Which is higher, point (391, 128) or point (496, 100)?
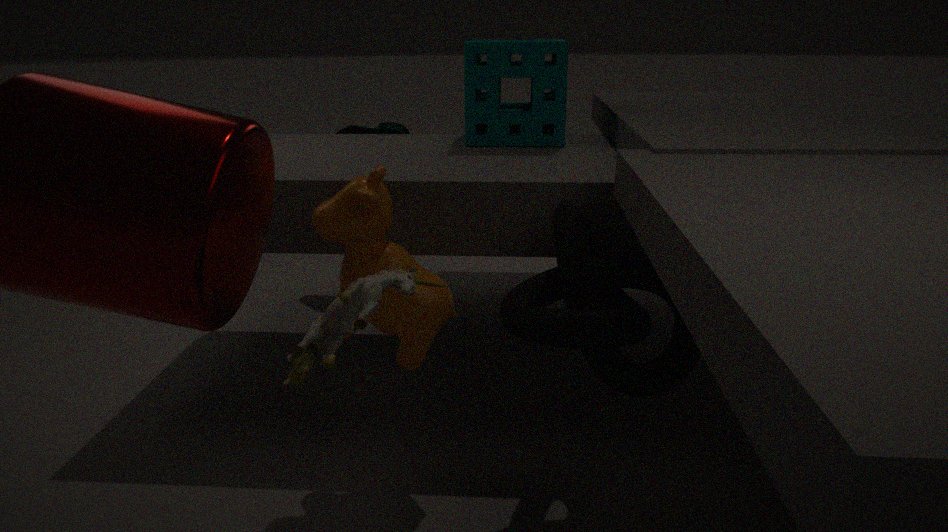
point (496, 100)
